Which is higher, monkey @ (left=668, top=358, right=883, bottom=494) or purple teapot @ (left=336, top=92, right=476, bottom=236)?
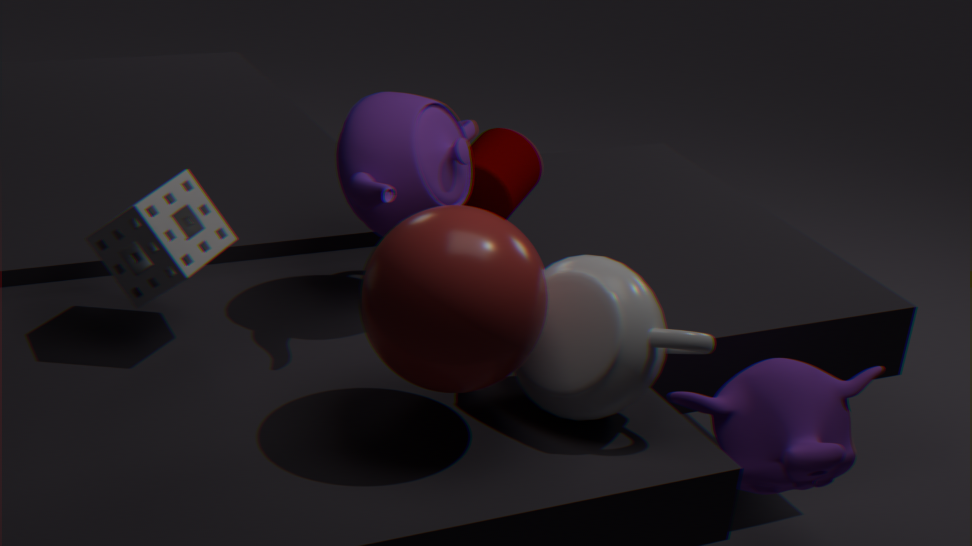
purple teapot @ (left=336, top=92, right=476, bottom=236)
